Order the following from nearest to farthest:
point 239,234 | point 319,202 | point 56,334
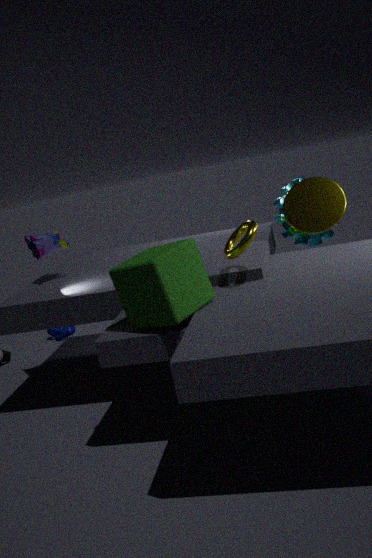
point 239,234 → point 319,202 → point 56,334
